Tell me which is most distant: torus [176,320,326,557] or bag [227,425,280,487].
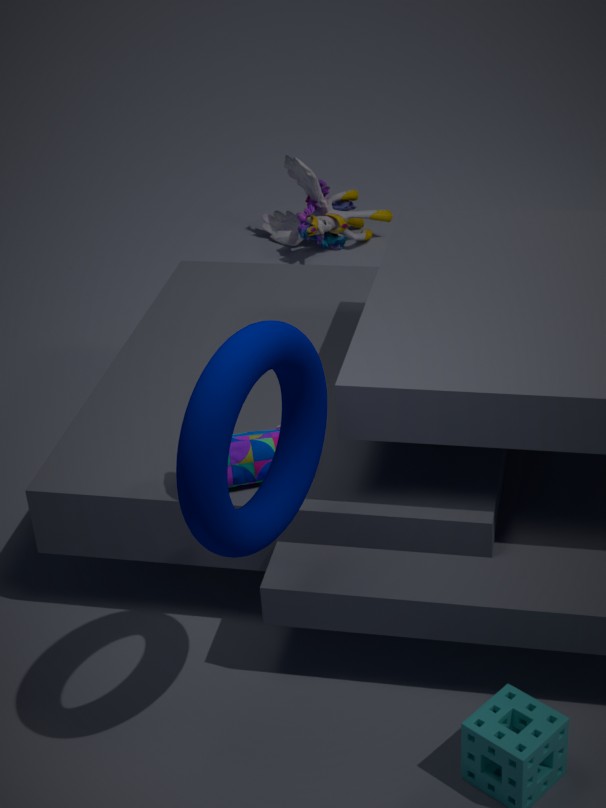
bag [227,425,280,487]
